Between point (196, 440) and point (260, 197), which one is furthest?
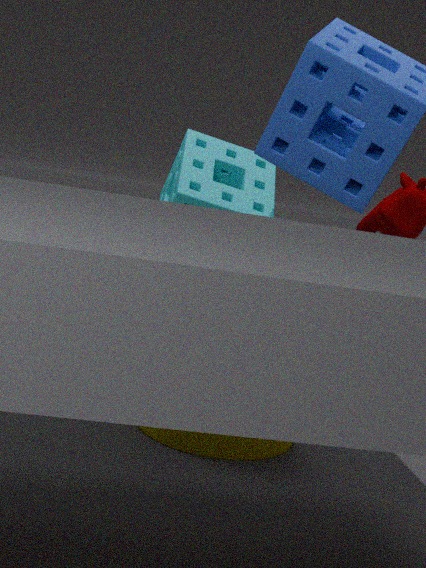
point (260, 197)
